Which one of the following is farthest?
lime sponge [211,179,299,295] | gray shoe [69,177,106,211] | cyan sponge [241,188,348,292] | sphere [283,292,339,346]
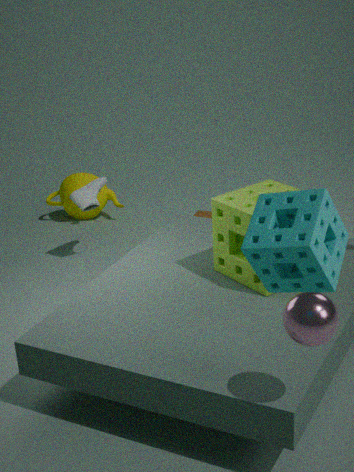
gray shoe [69,177,106,211]
